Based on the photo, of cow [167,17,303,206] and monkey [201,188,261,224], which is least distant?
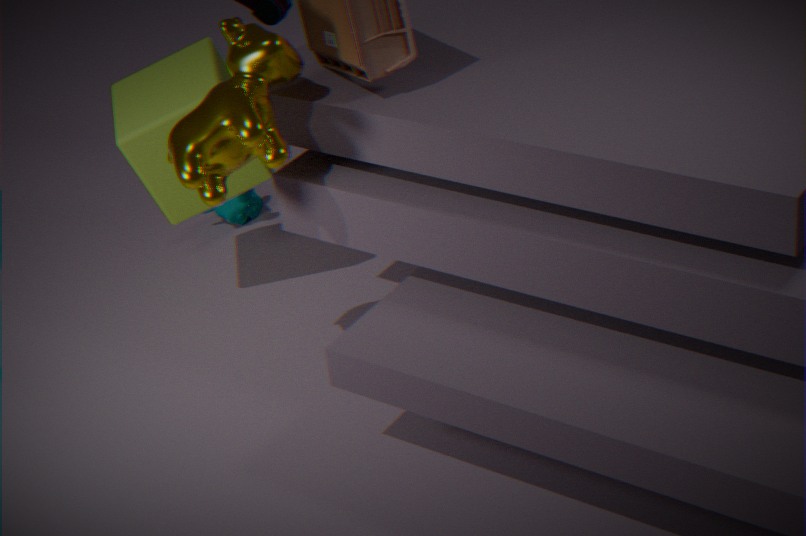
cow [167,17,303,206]
